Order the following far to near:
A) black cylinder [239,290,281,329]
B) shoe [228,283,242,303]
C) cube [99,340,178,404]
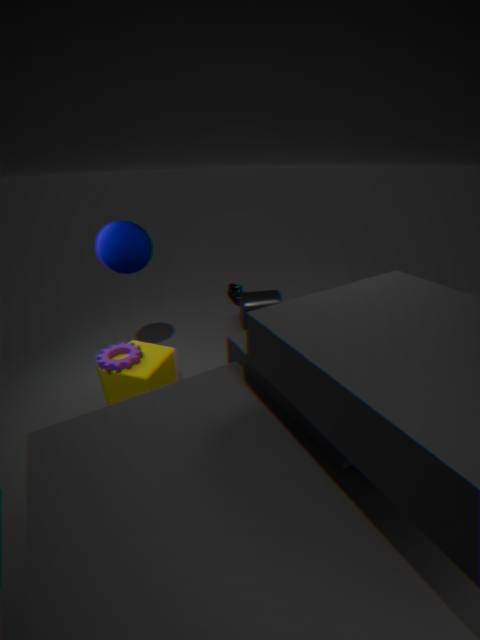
shoe [228,283,242,303] → black cylinder [239,290,281,329] → cube [99,340,178,404]
